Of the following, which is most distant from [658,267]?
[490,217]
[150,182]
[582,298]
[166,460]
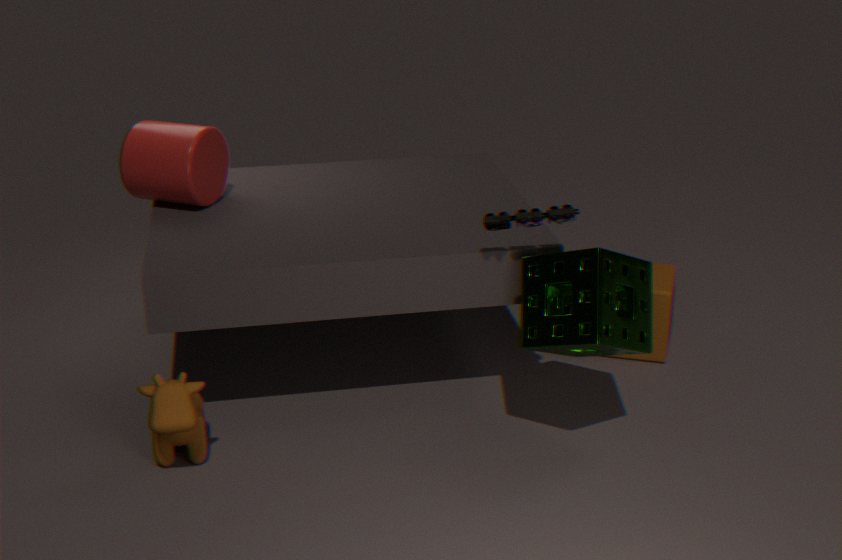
[150,182]
